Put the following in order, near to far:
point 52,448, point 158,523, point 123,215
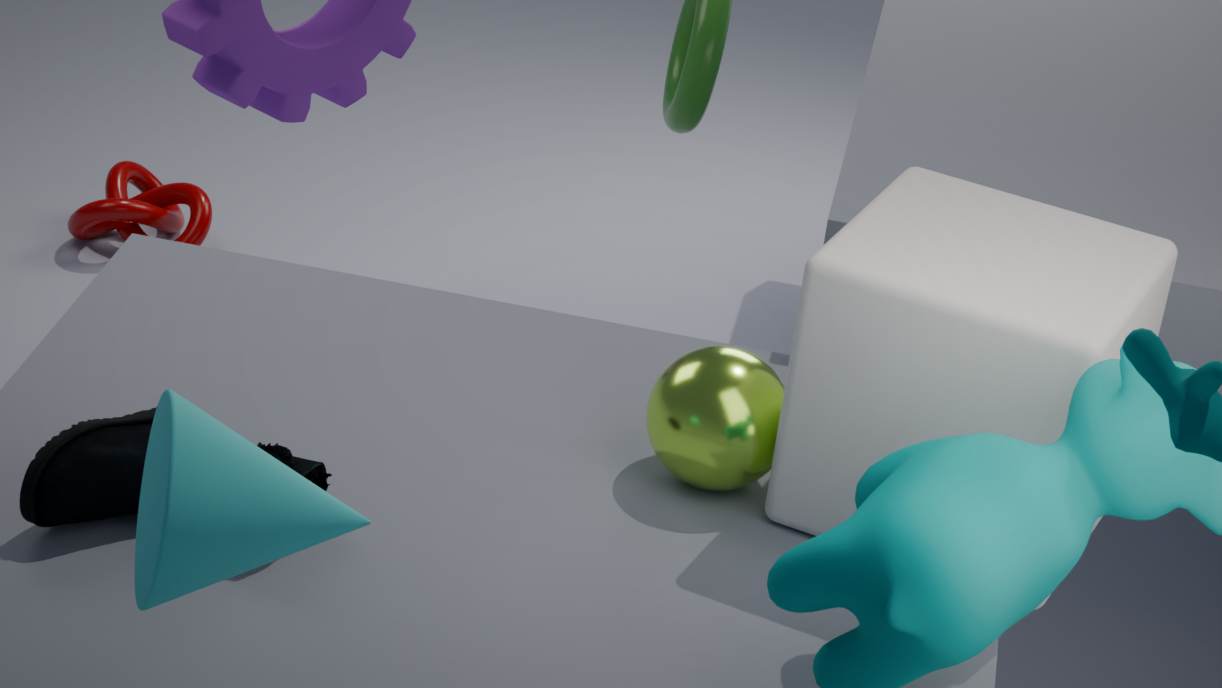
1. point 158,523
2. point 52,448
3. point 123,215
